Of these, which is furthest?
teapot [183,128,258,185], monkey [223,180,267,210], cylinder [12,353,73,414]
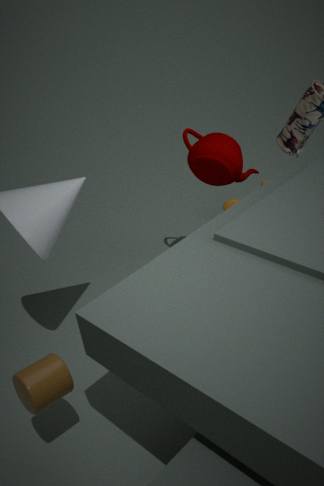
monkey [223,180,267,210]
